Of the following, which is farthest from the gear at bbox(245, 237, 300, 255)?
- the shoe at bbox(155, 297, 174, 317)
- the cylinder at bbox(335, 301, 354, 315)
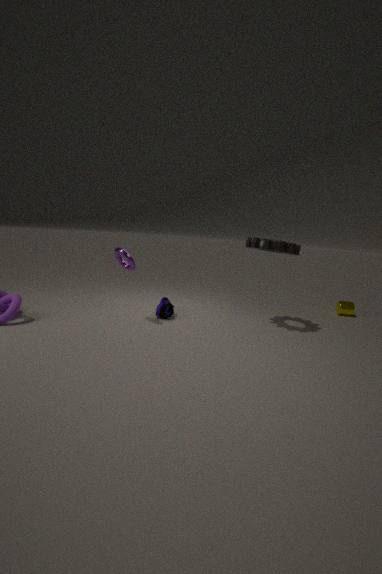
the cylinder at bbox(335, 301, 354, 315)
